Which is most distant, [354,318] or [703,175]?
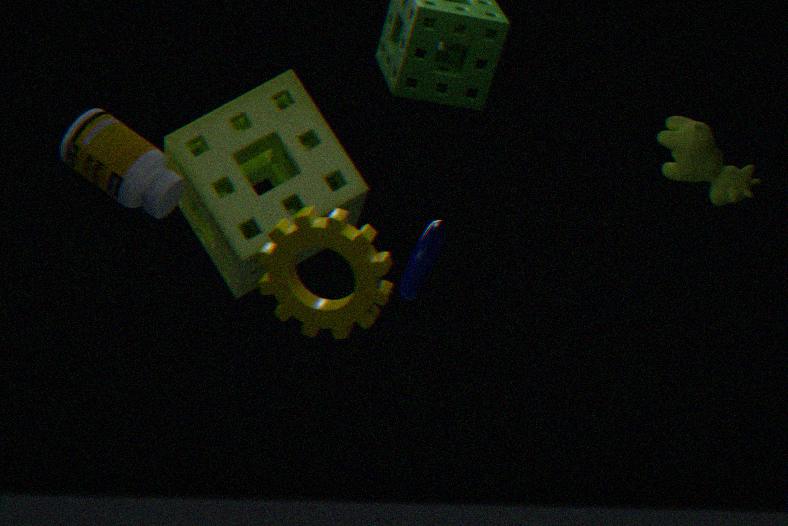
[703,175]
